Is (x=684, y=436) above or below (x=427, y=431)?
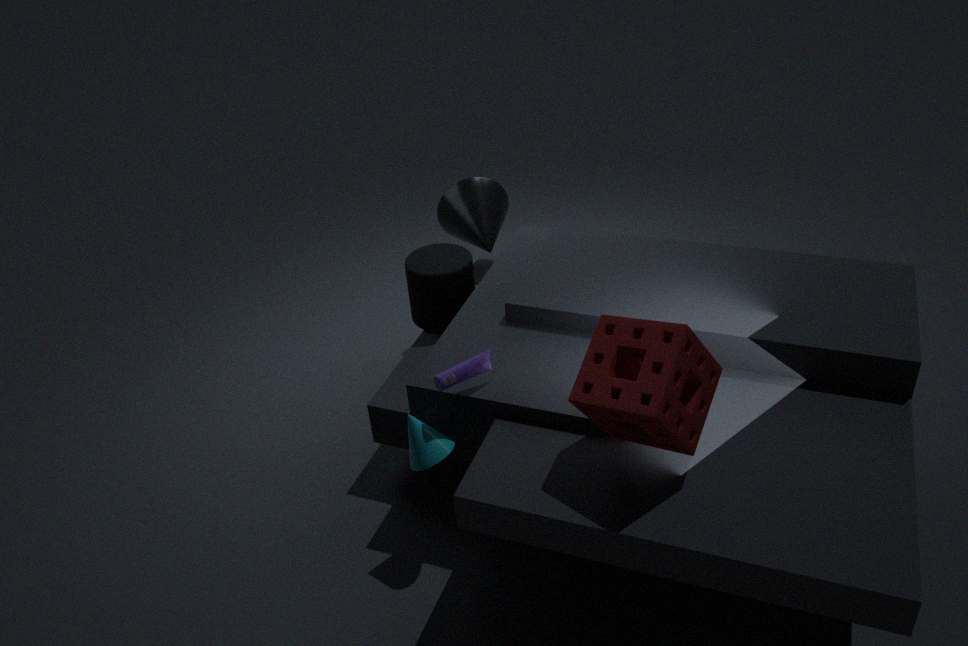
above
